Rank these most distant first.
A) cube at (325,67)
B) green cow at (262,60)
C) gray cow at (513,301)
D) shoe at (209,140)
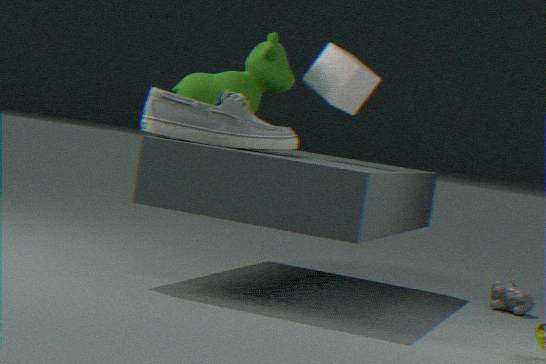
gray cow at (513,301)
cube at (325,67)
green cow at (262,60)
shoe at (209,140)
